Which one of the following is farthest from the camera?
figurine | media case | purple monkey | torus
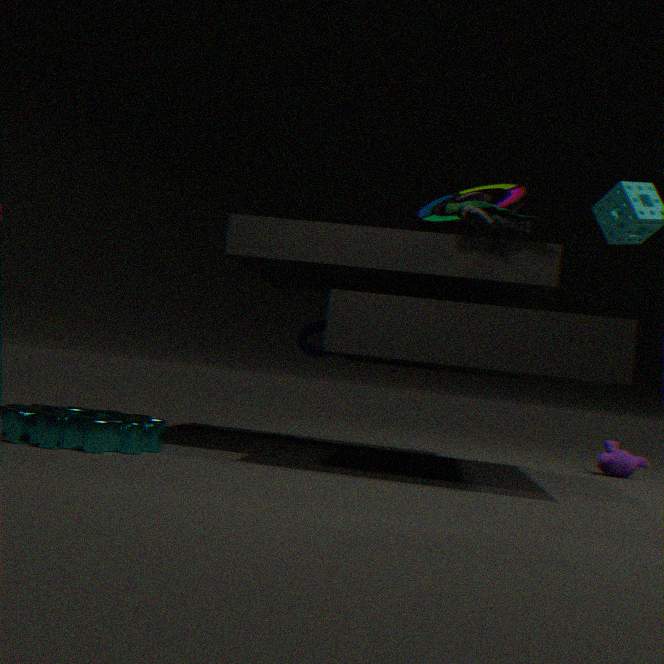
torus
